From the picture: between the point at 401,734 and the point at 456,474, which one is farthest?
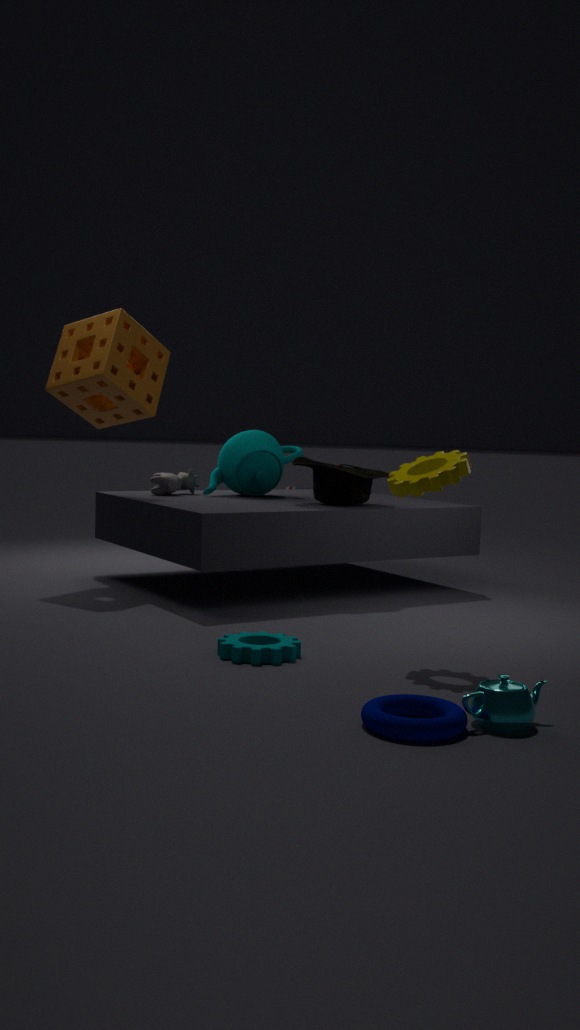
the point at 456,474
